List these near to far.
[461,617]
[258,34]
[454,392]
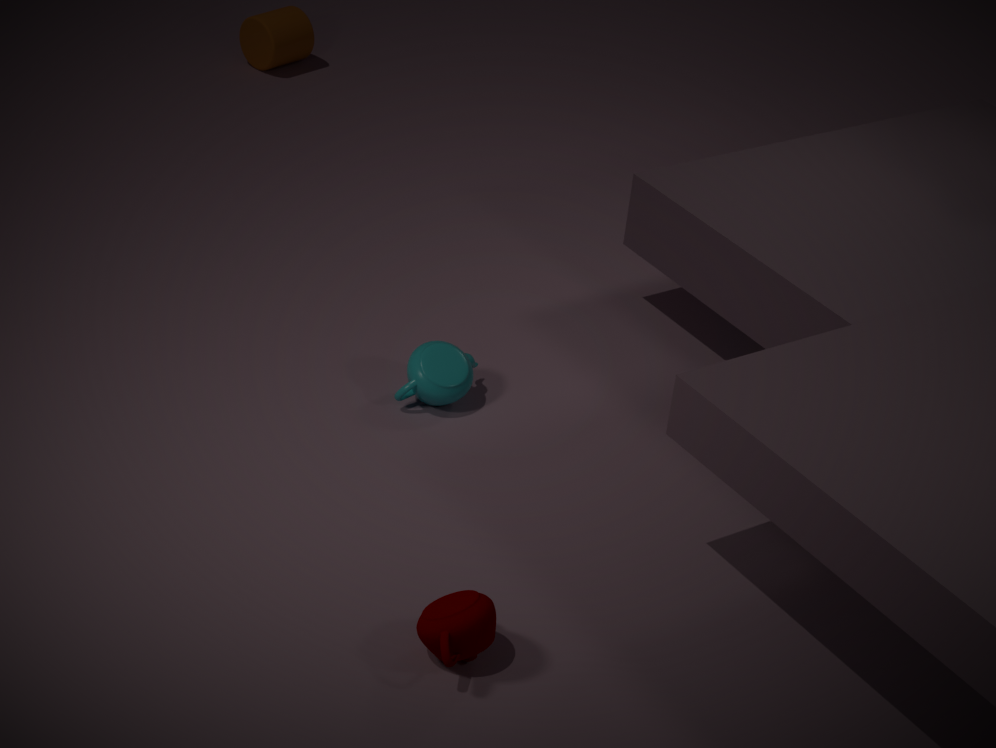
[461,617] < [454,392] < [258,34]
